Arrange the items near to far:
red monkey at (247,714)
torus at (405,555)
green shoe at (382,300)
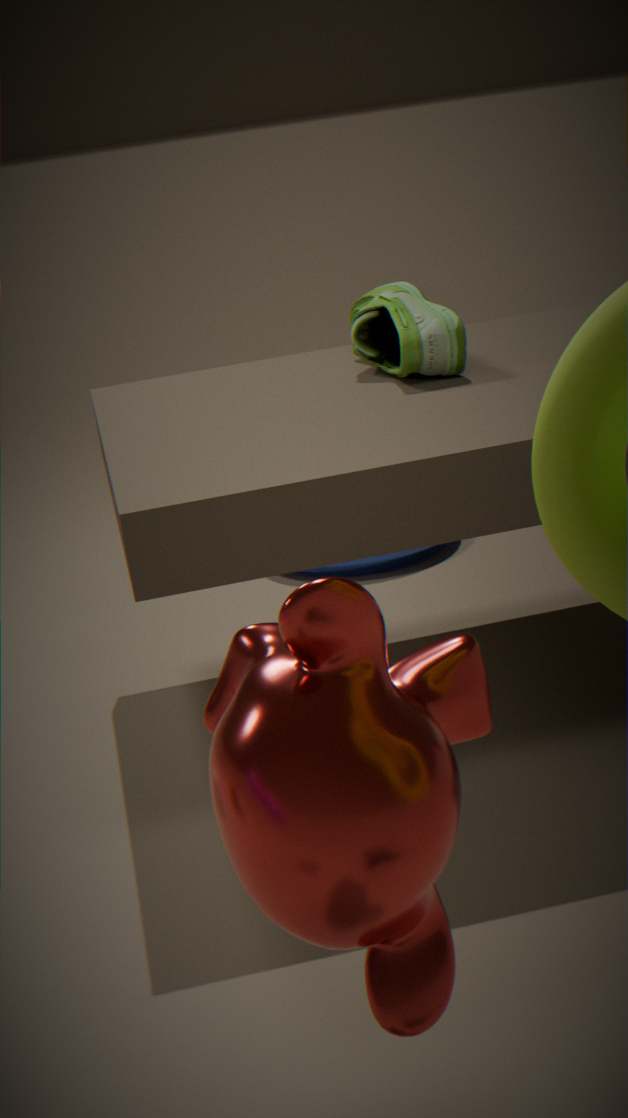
1. red monkey at (247,714)
2. green shoe at (382,300)
3. torus at (405,555)
